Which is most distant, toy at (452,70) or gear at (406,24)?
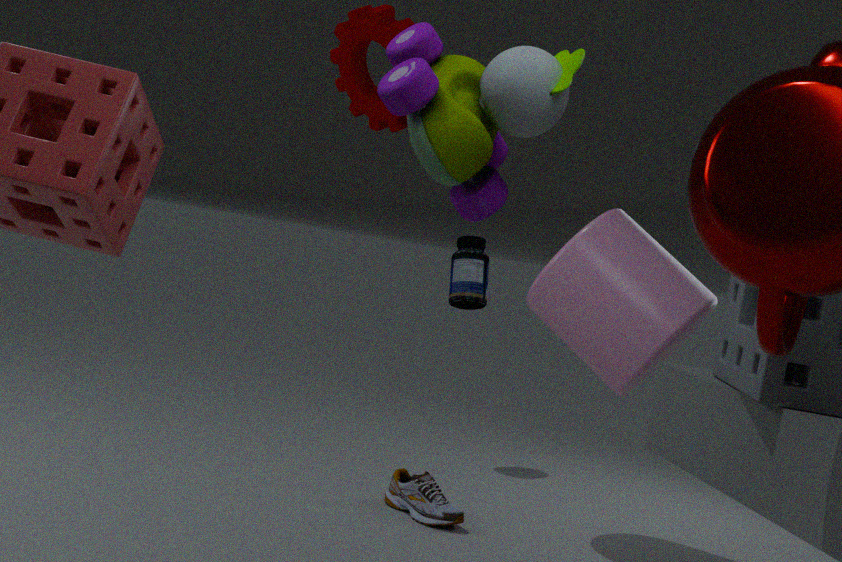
gear at (406,24)
